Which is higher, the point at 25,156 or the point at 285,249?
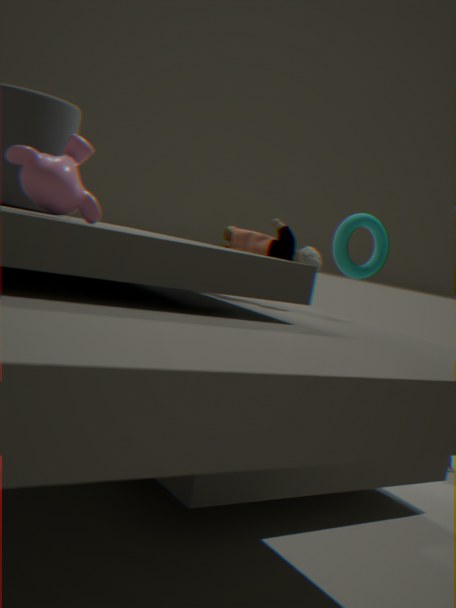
the point at 25,156
